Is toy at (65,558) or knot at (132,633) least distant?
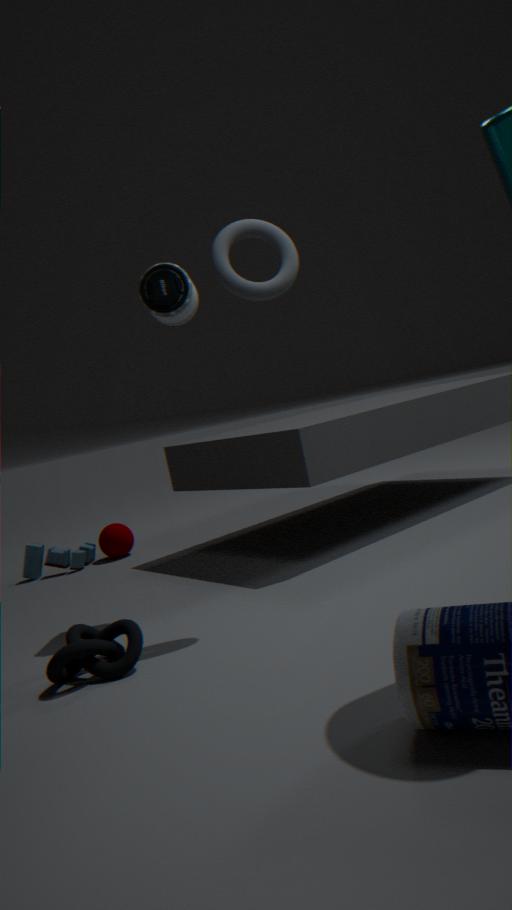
knot at (132,633)
